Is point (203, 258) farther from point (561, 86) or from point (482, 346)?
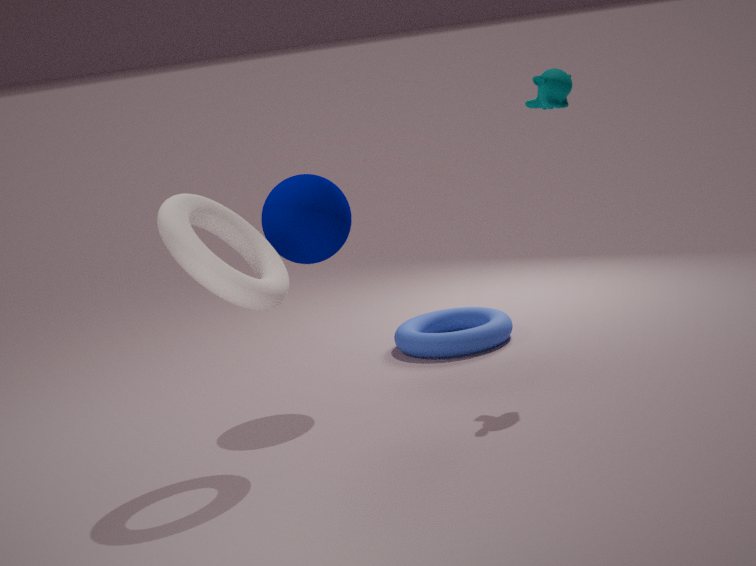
point (482, 346)
